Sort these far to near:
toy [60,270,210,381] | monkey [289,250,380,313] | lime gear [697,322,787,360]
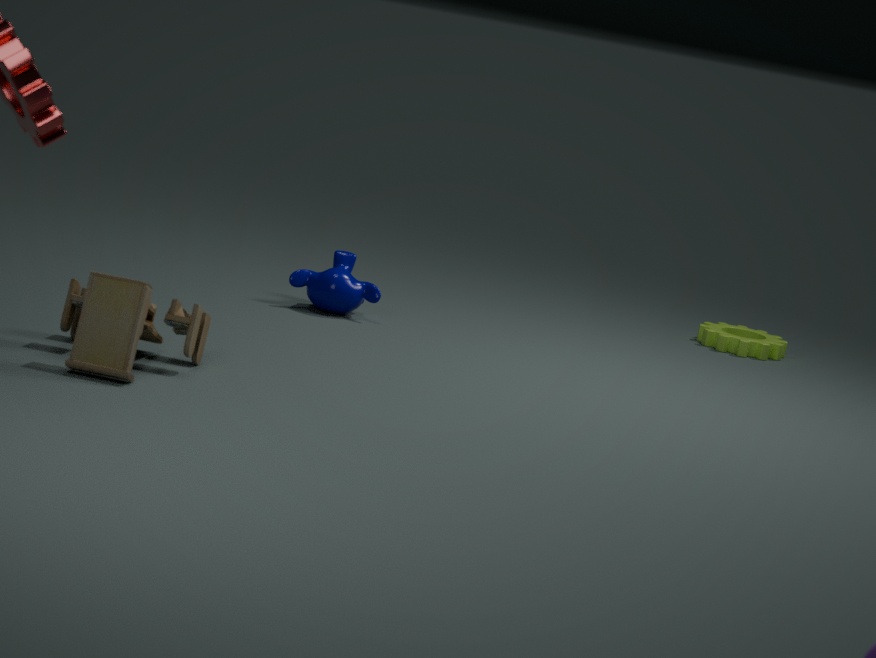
lime gear [697,322,787,360] → monkey [289,250,380,313] → toy [60,270,210,381]
